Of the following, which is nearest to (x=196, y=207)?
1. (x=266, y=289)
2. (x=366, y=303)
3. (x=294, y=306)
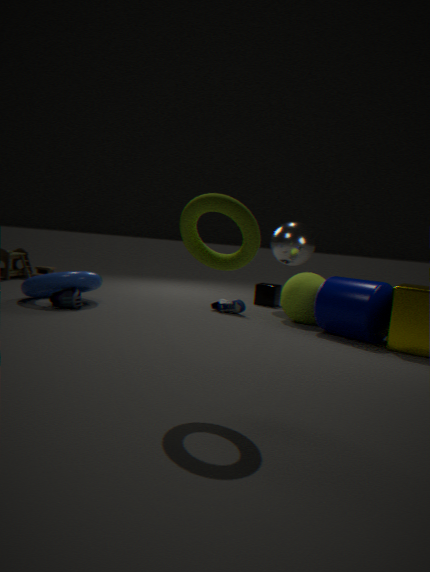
(x=366, y=303)
